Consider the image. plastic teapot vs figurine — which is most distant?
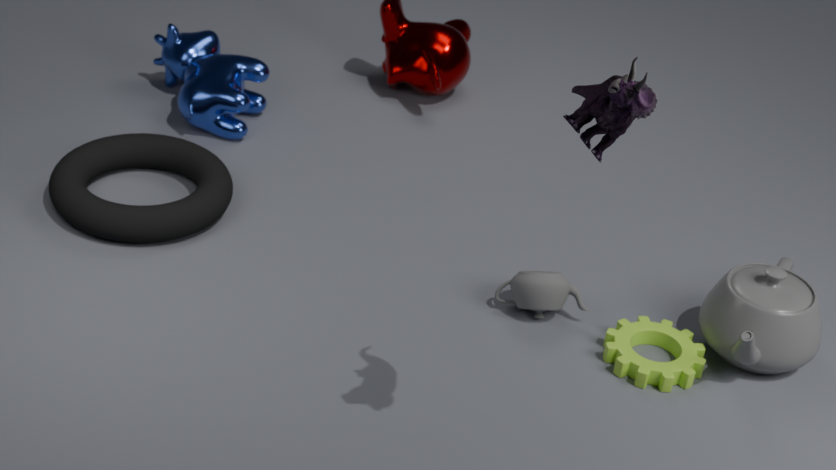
plastic teapot
